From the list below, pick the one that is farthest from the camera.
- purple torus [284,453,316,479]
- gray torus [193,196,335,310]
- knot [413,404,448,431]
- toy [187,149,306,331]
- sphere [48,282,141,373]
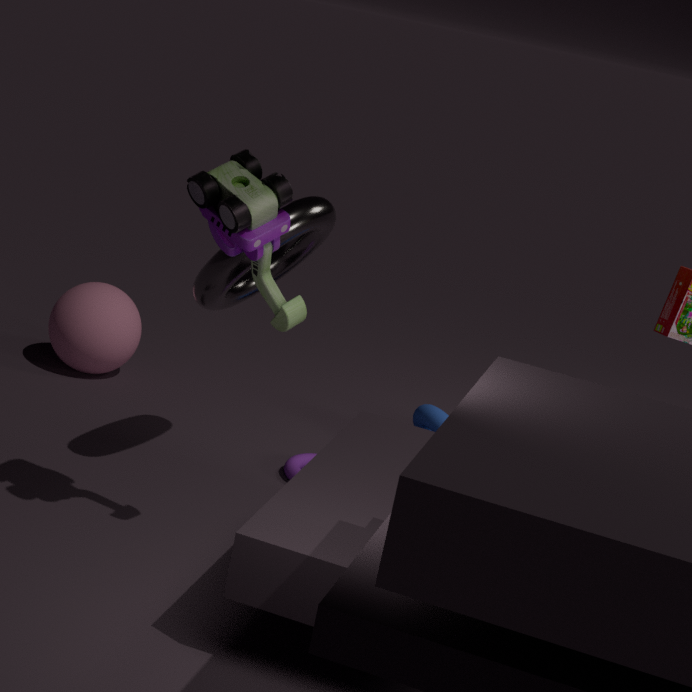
sphere [48,282,141,373]
